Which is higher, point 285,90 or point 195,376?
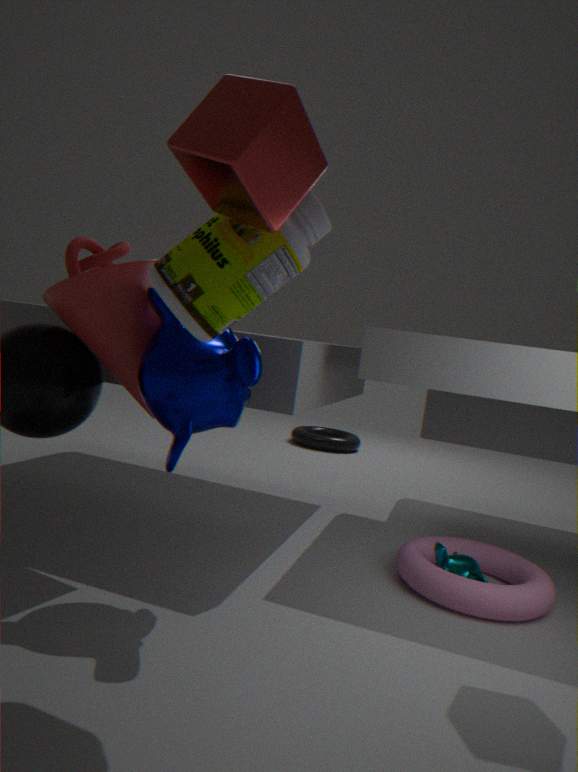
point 285,90
